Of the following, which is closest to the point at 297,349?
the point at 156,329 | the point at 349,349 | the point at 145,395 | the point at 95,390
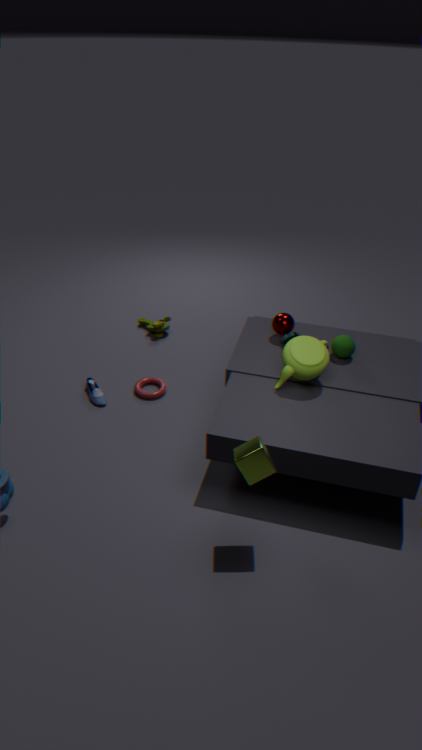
the point at 349,349
